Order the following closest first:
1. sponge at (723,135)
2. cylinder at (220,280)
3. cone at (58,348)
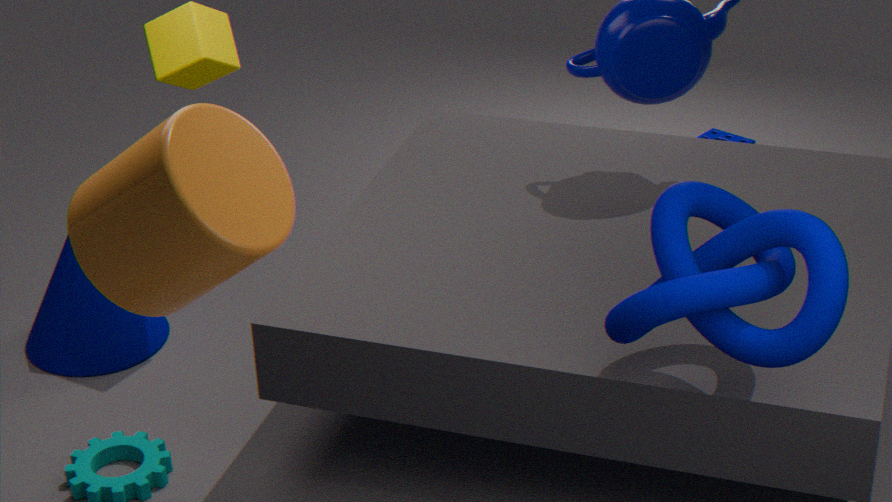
cylinder at (220,280) < cone at (58,348) < sponge at (723,135)
